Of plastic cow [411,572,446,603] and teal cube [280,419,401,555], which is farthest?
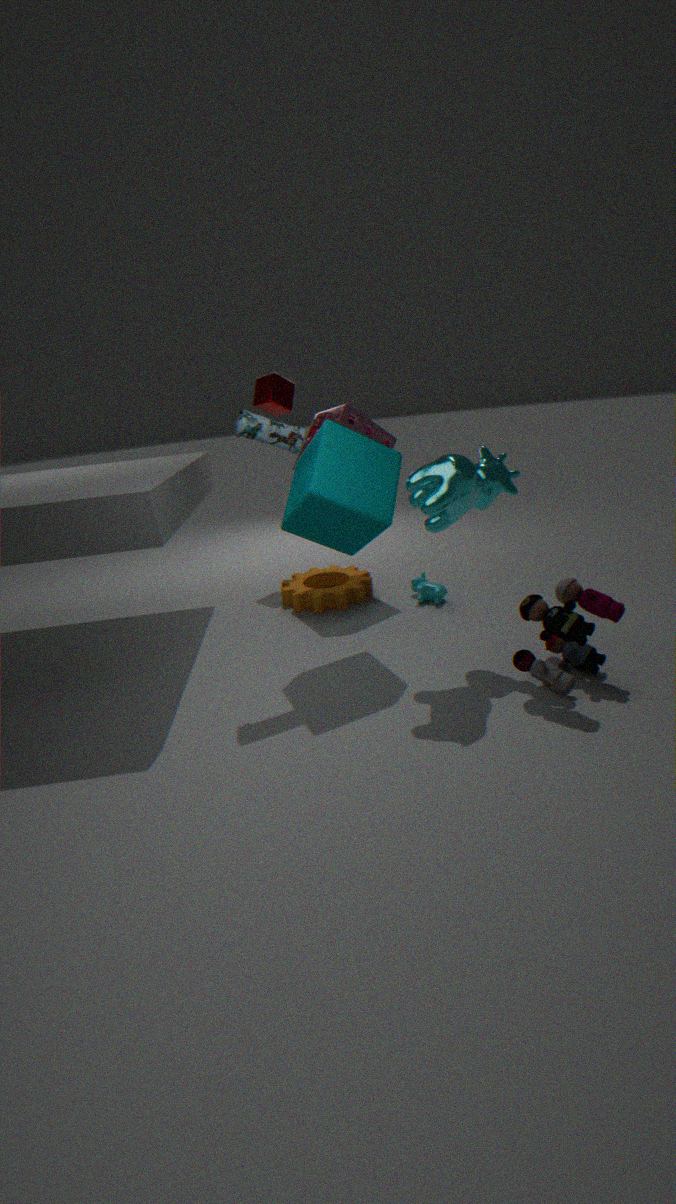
plastic cow [411,572,446,603]
